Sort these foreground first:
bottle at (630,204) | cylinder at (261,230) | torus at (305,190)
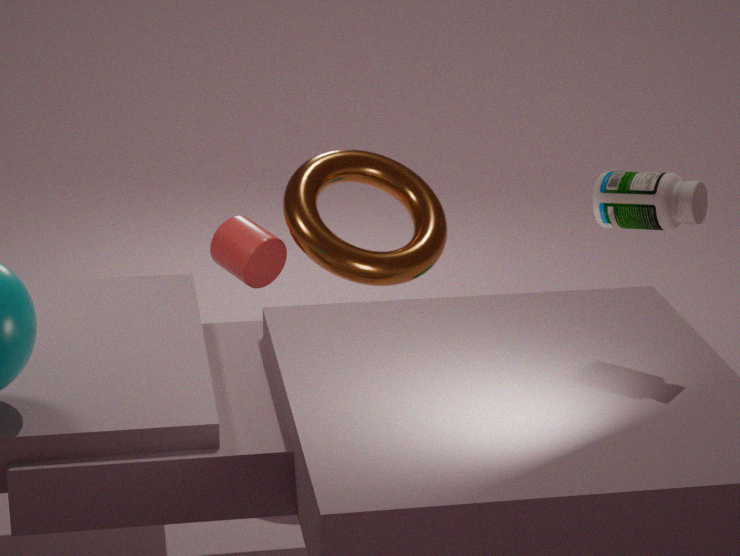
1. bottle at (630,204)
2. torus at (305,190)
3. cylinder at (261,230)
